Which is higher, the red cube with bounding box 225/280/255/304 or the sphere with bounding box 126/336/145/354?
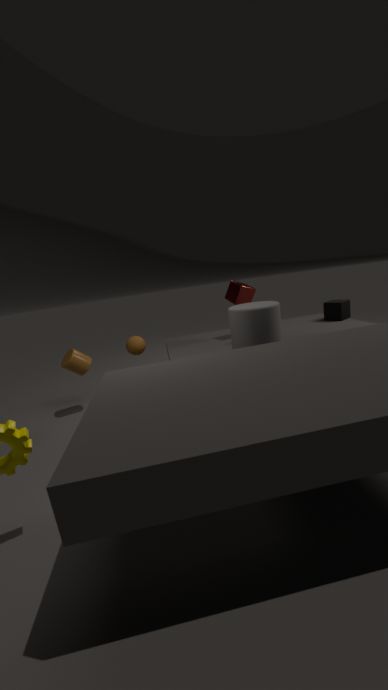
the red cube with bounding box 225/280/255/304
